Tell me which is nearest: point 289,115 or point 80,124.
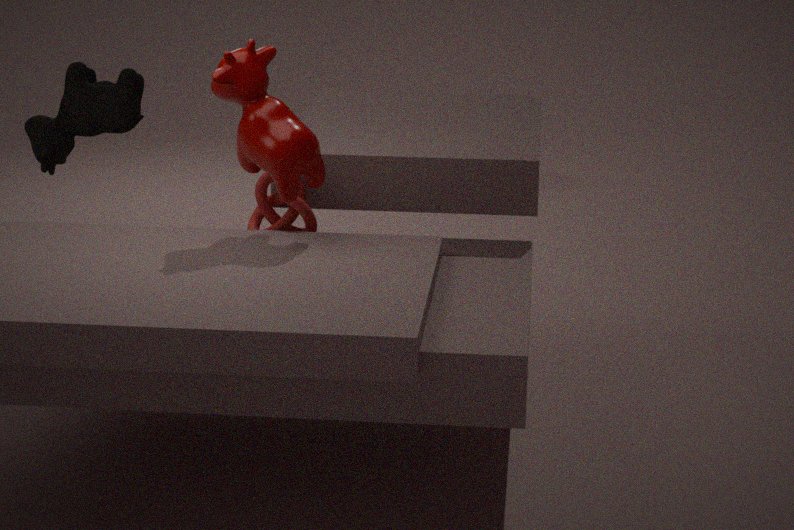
point 289,115
